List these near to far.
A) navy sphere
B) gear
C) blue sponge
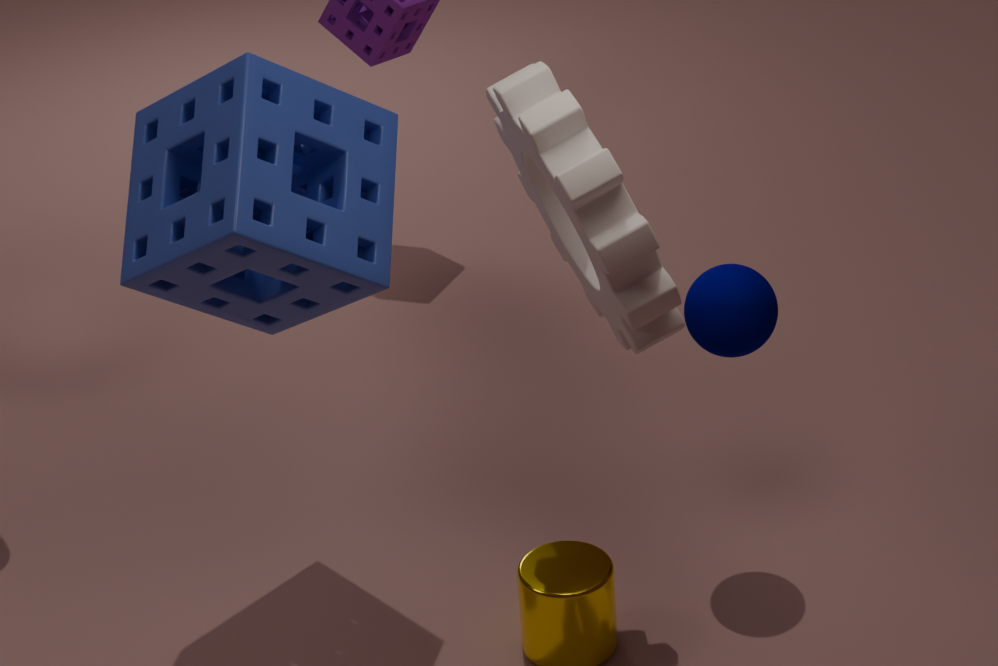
gear → blue sponge → navy sphere
